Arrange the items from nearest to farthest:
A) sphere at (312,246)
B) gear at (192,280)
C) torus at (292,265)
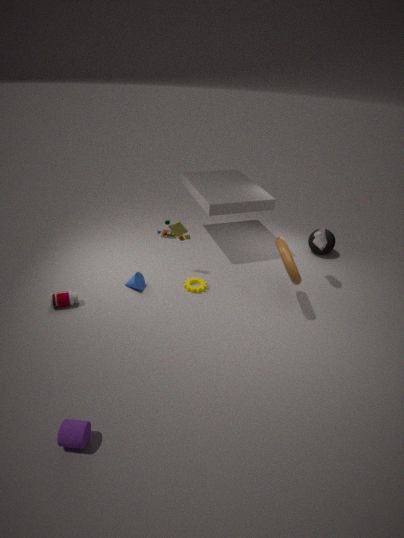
1. torus at (292,265)
2. gear at (192,280)
3. sphere at (312,246)
